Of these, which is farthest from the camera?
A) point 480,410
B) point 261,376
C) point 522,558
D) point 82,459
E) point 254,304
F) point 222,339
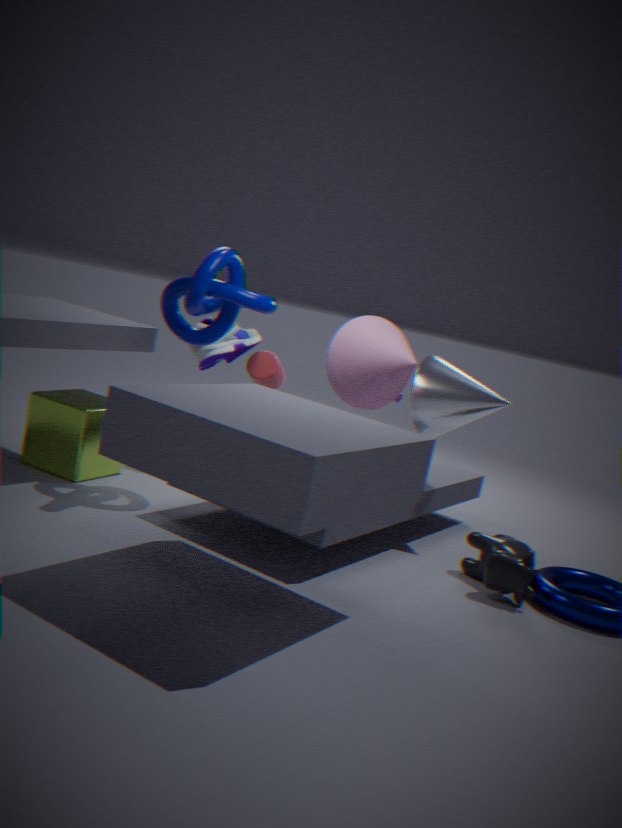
point 261,376
